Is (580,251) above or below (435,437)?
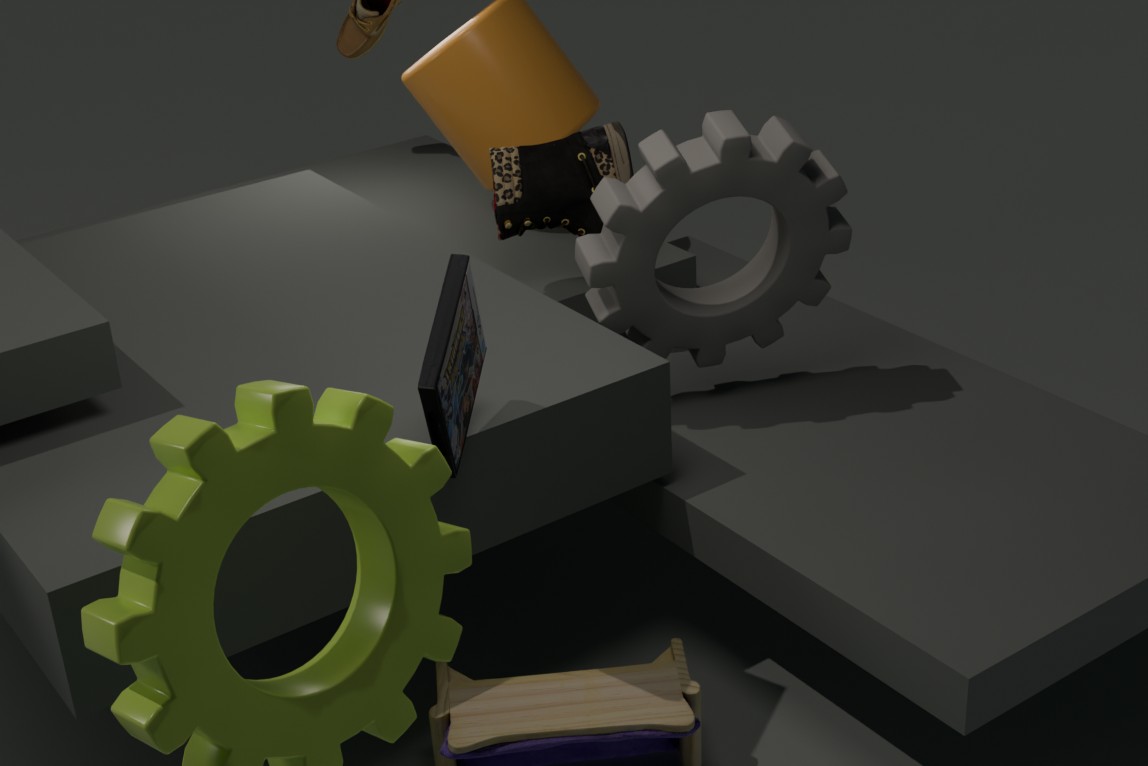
below
